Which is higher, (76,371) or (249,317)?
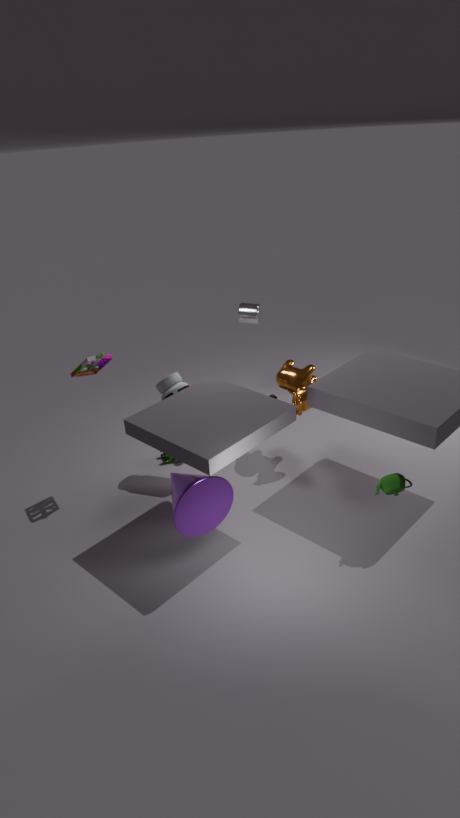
(76,371)
